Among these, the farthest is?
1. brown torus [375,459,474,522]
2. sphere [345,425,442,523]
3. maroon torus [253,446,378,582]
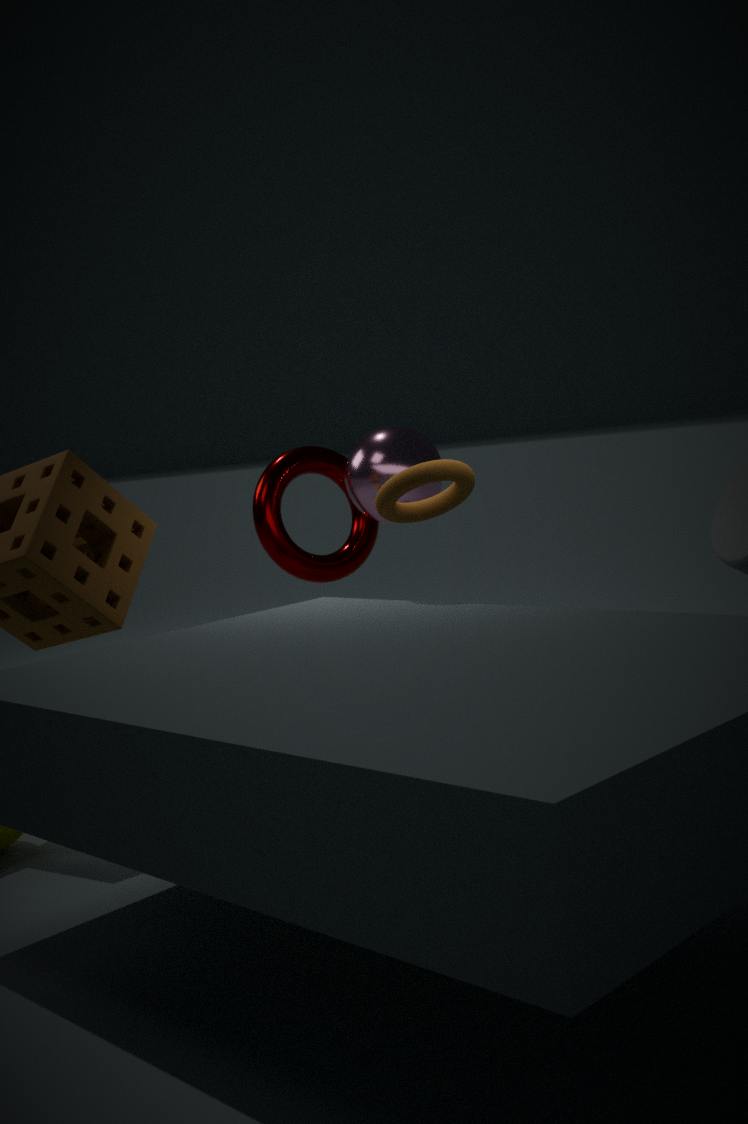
maroon torus [253,446,378,582]
